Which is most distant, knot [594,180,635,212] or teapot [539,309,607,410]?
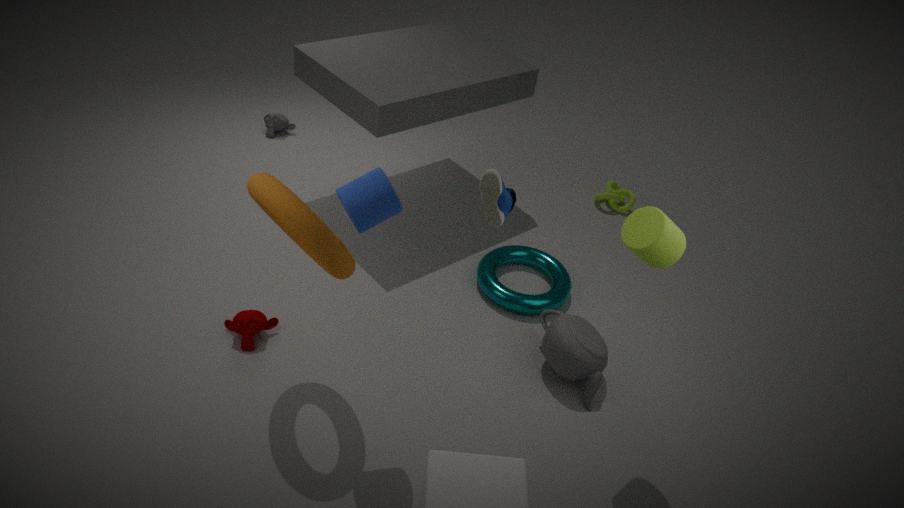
knot [594,180,635,212]
